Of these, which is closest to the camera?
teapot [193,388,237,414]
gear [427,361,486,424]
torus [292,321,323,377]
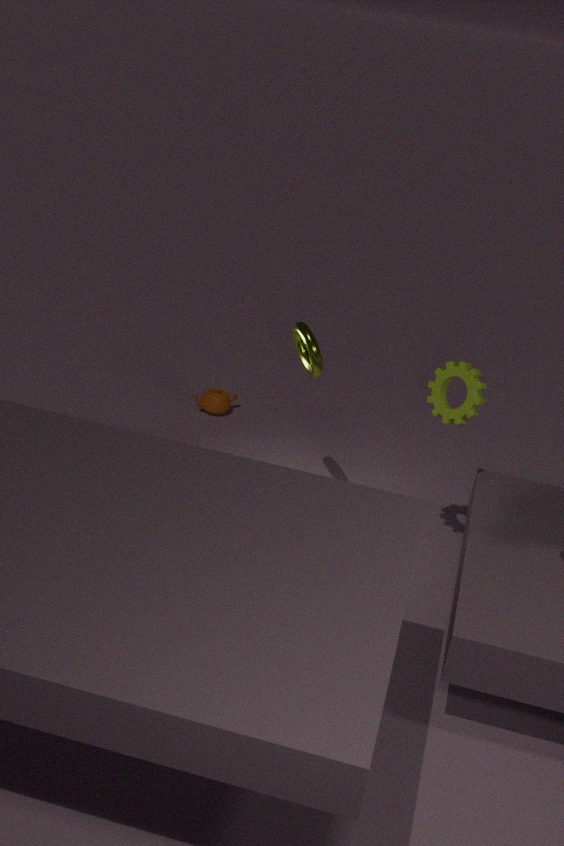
gear [427,361,486,424]
